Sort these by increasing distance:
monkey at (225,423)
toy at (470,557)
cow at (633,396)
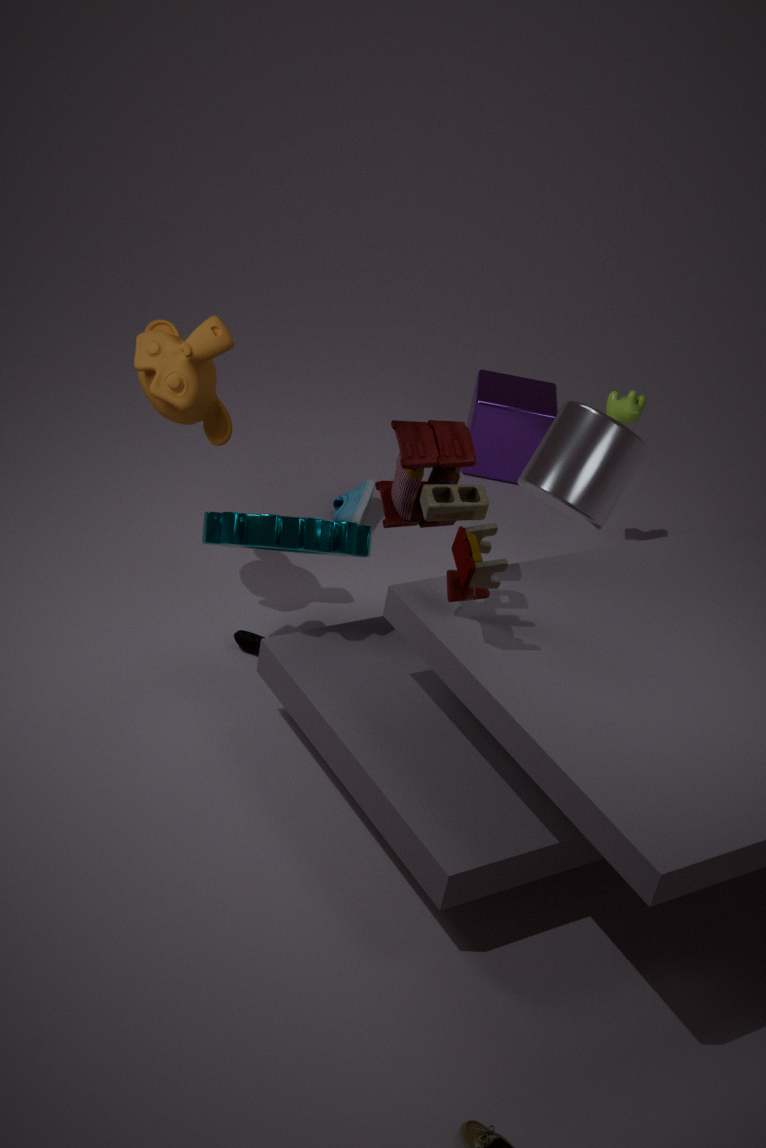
toy at (470,557)
monkey at (225,423)
cow at (633,396)
